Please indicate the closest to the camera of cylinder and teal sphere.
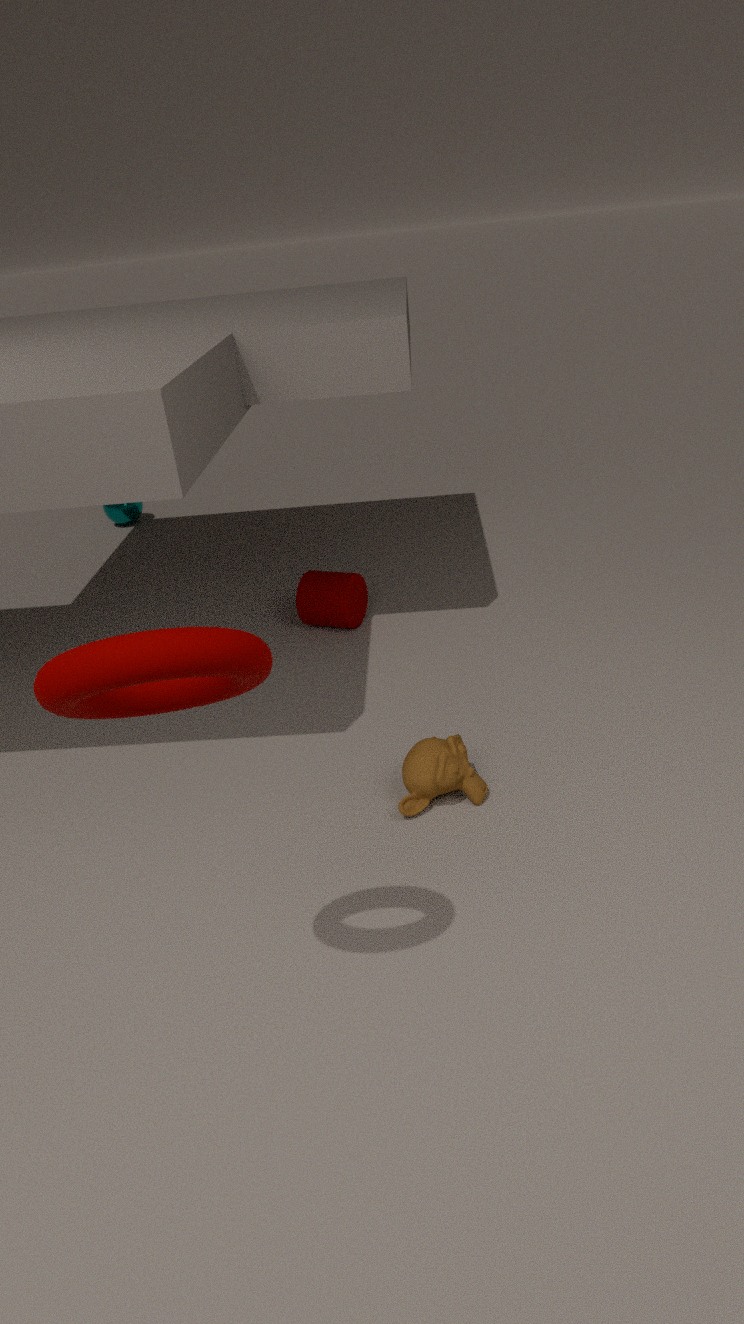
cylinder
